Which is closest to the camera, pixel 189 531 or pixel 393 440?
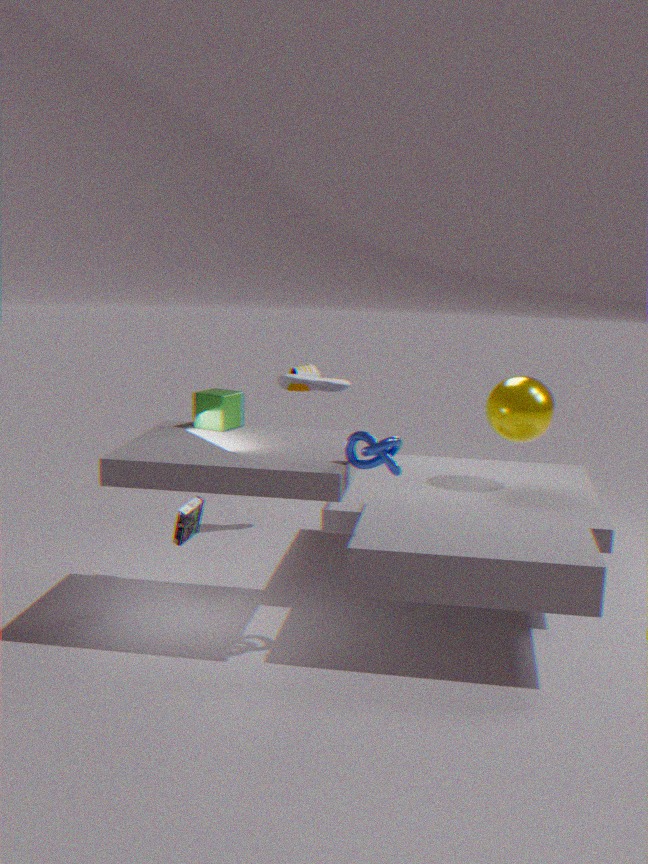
pixel 393 440
